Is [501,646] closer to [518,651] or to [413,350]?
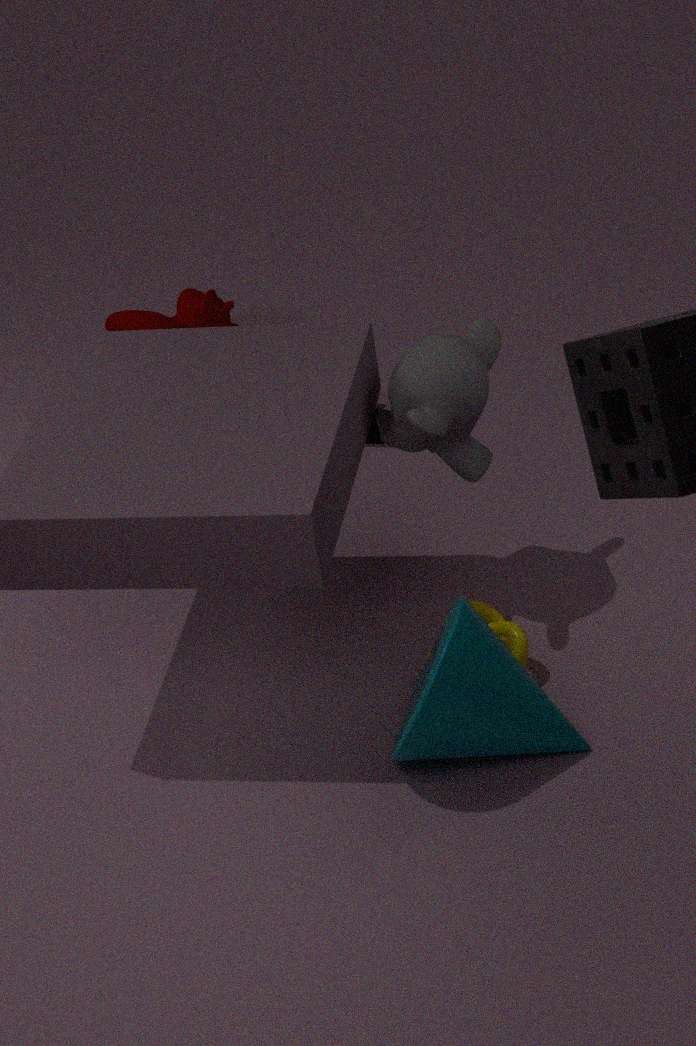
[518,651]
